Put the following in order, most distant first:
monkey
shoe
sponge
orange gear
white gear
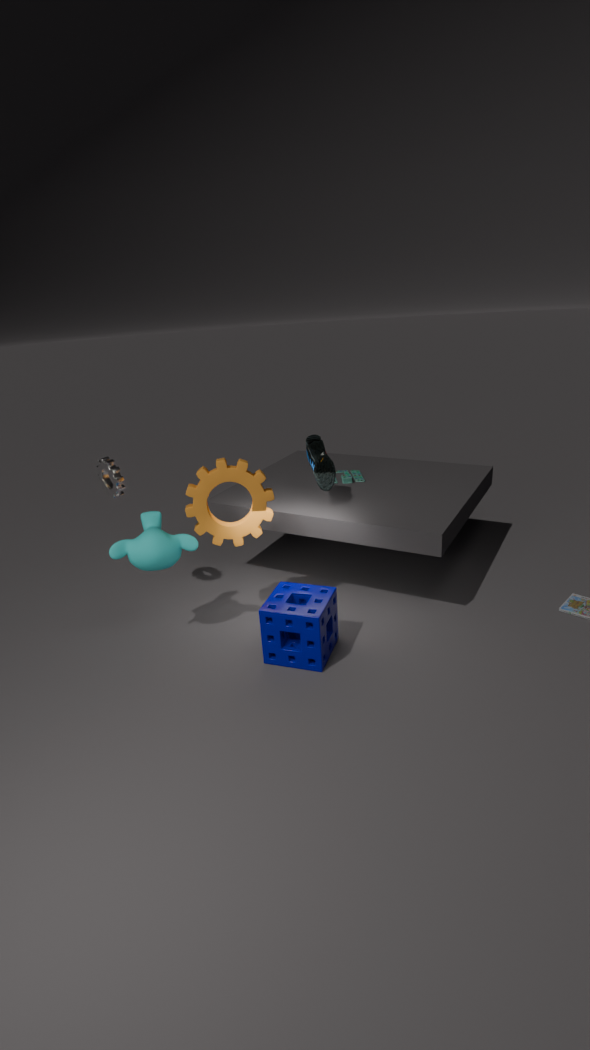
shoe
white gear
orange gear
monkey
sponge
